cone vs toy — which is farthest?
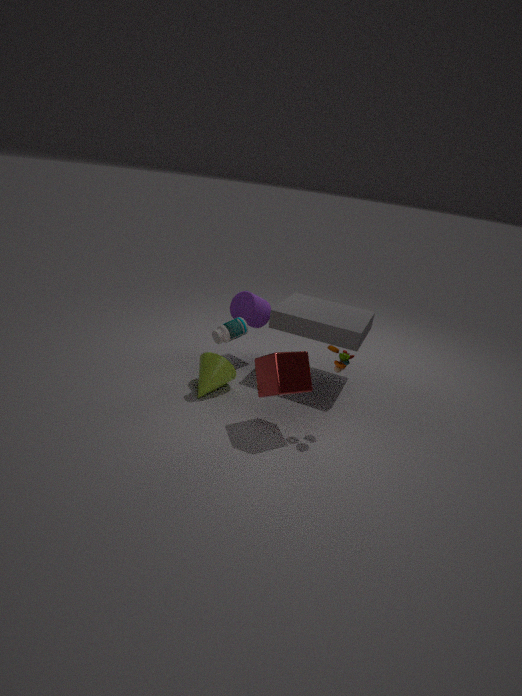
cone
